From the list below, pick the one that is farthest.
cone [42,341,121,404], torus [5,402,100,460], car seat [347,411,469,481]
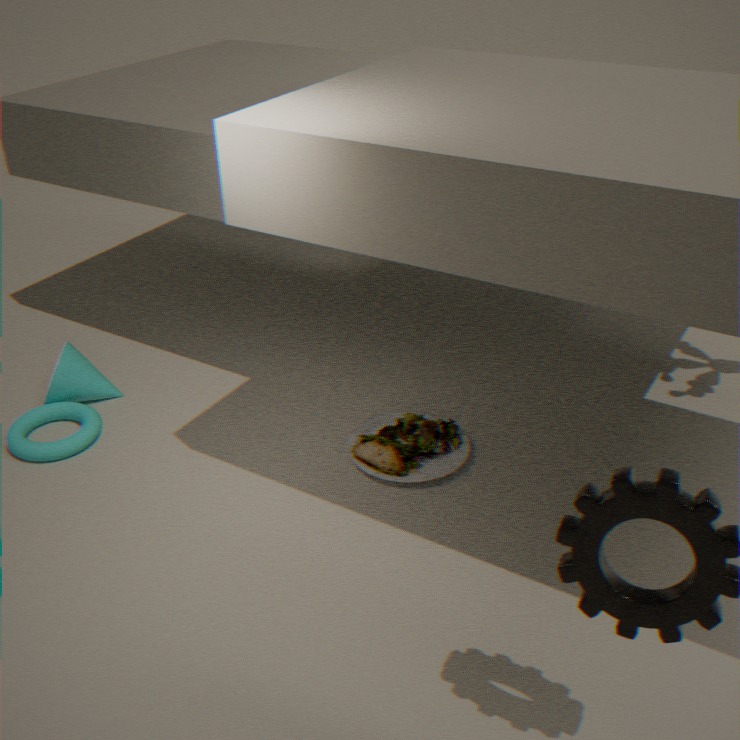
cone [42,341,121,404]
